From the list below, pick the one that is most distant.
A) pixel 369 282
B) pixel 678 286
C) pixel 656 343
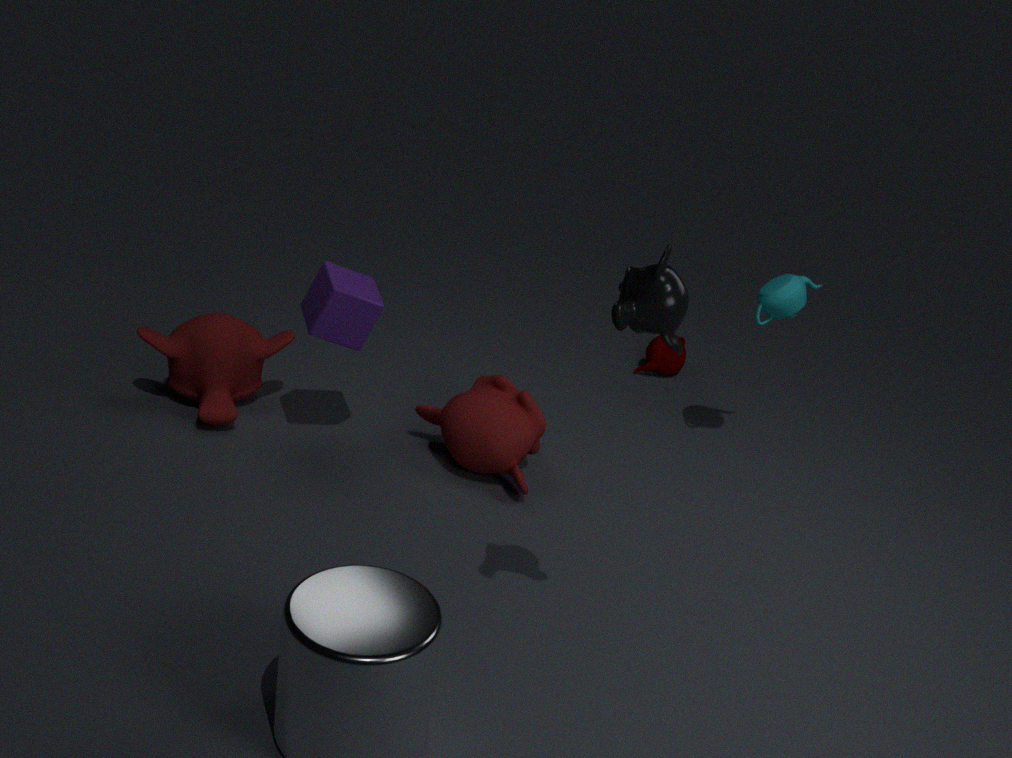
pixel 656 343
